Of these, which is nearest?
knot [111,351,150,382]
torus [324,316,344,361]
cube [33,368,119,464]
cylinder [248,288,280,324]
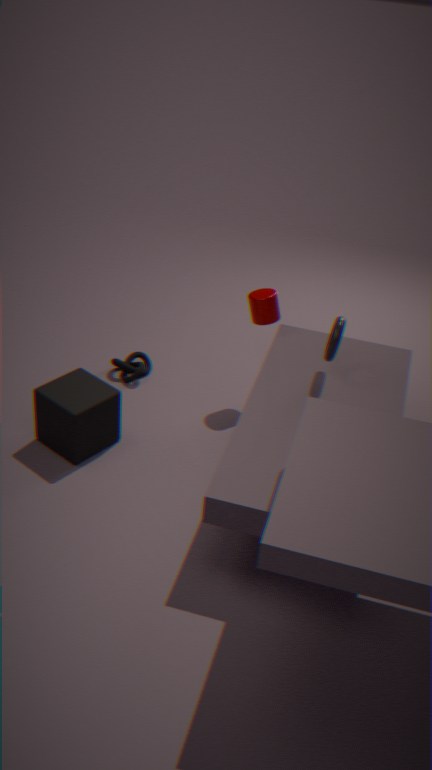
torus [324,316,344,361]
